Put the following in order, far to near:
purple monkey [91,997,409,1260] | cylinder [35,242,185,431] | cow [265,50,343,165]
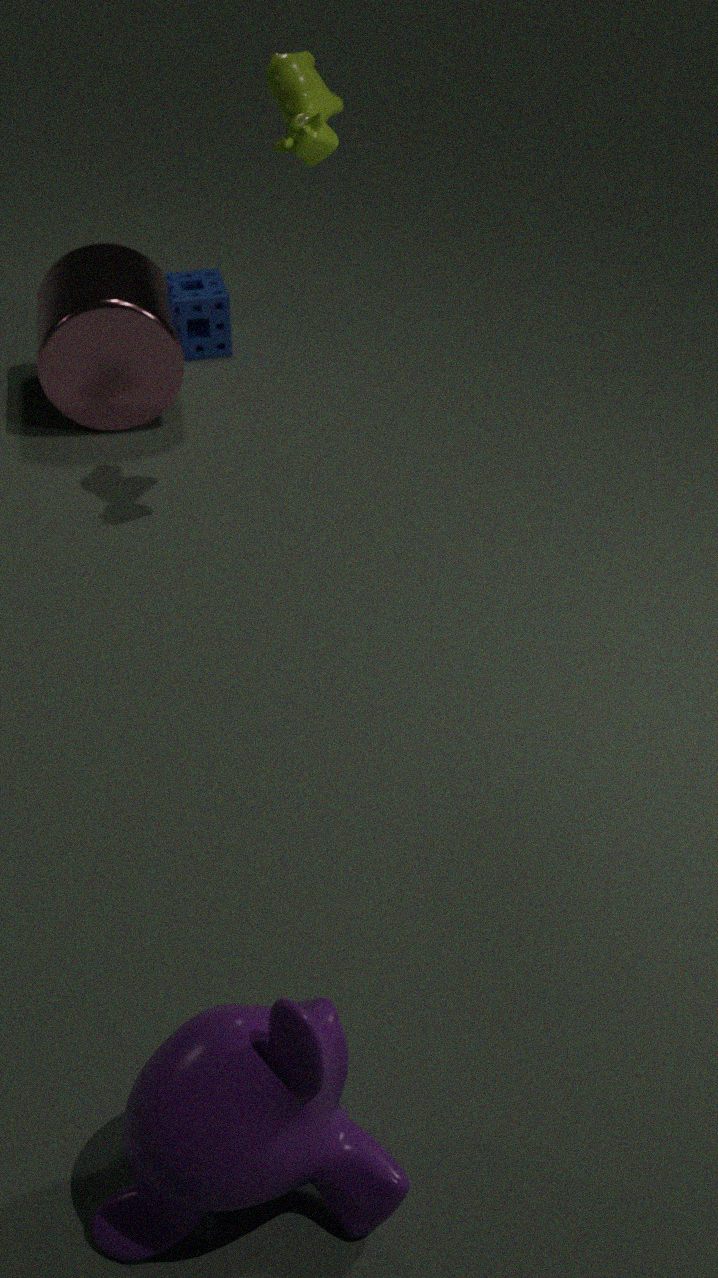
cylinder [35,242,185,431]
cow [265,50,343,165]
purple monkey [91,997,409,1260]
